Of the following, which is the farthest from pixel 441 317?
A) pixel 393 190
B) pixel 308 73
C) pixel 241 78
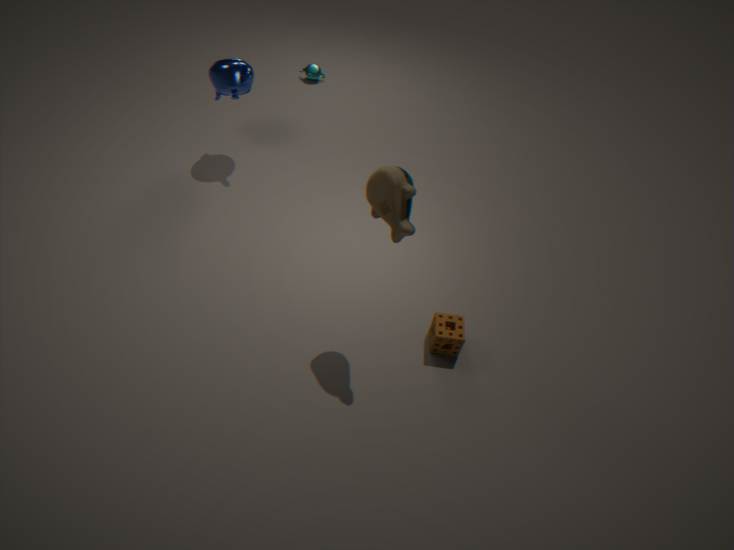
pixel 308 73
